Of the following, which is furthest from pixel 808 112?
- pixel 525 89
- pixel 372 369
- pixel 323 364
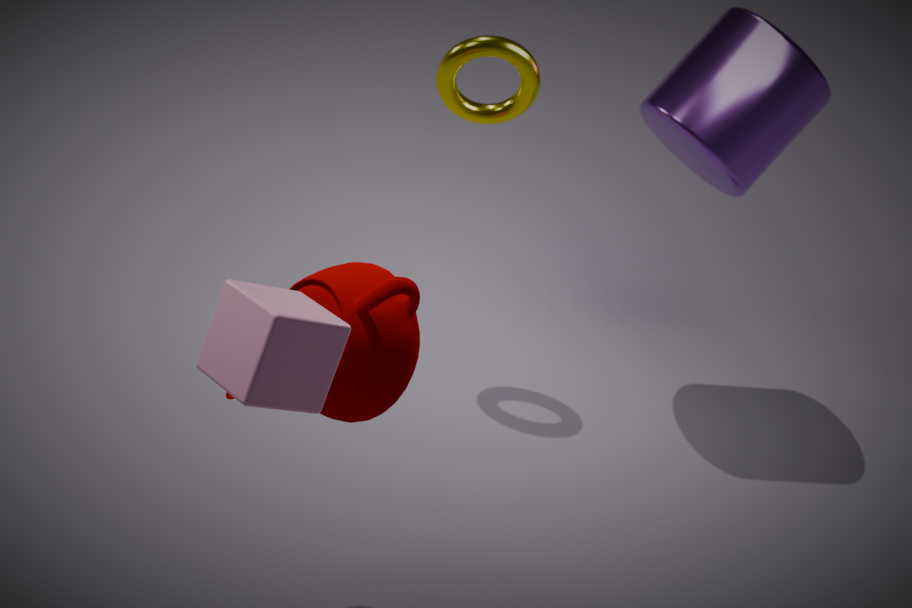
pixel 323 364
